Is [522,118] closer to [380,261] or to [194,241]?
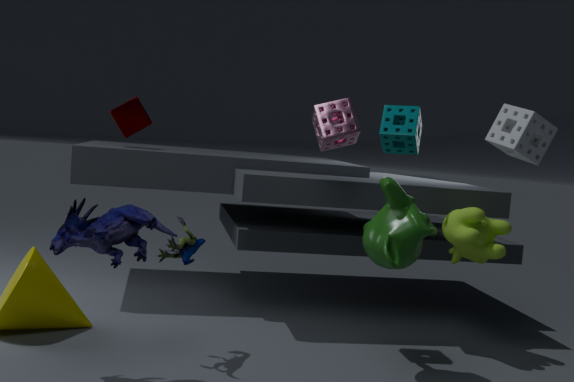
[380,261]
